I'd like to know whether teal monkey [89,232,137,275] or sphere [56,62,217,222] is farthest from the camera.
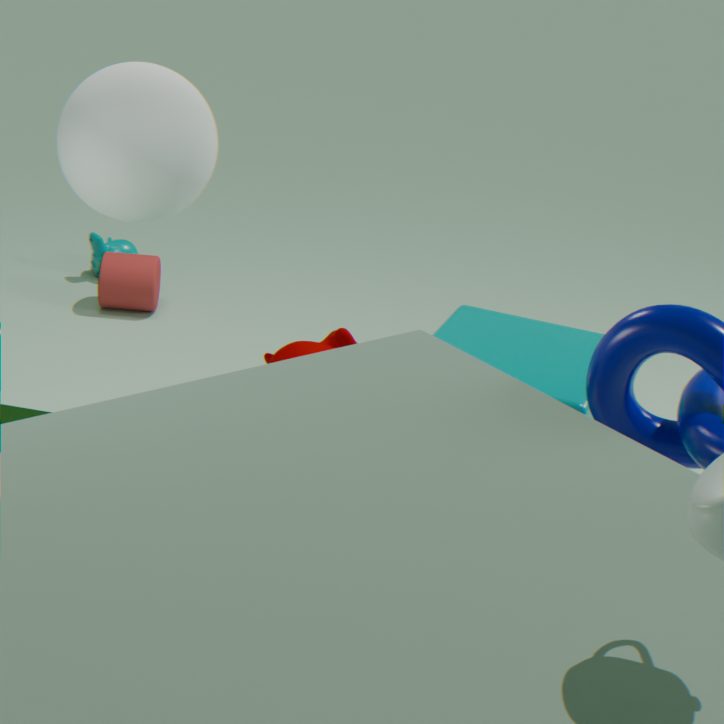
teal monkey [89,232,137,275]
